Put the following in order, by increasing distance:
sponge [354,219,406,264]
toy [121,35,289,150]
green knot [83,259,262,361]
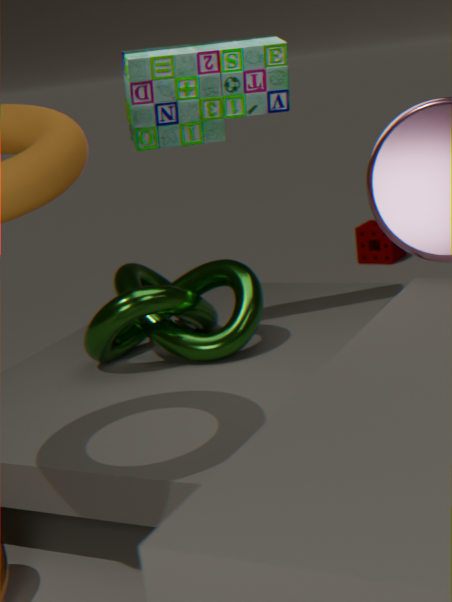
1. green knot [83,259,262,361]
2. toy [121,35,289,150]
3. sponge [354,219,406,264]
